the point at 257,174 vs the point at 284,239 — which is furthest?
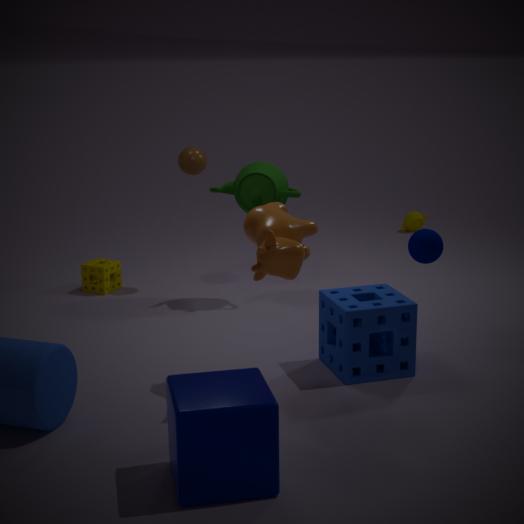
the point at 257,174
